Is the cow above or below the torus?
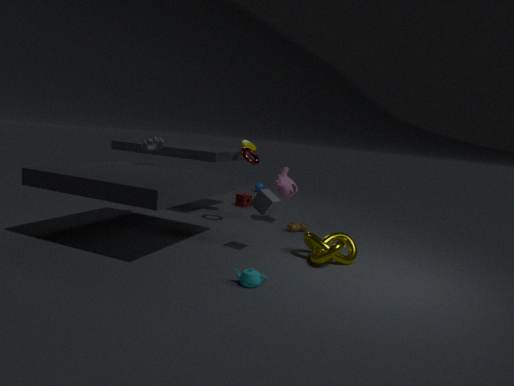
below
